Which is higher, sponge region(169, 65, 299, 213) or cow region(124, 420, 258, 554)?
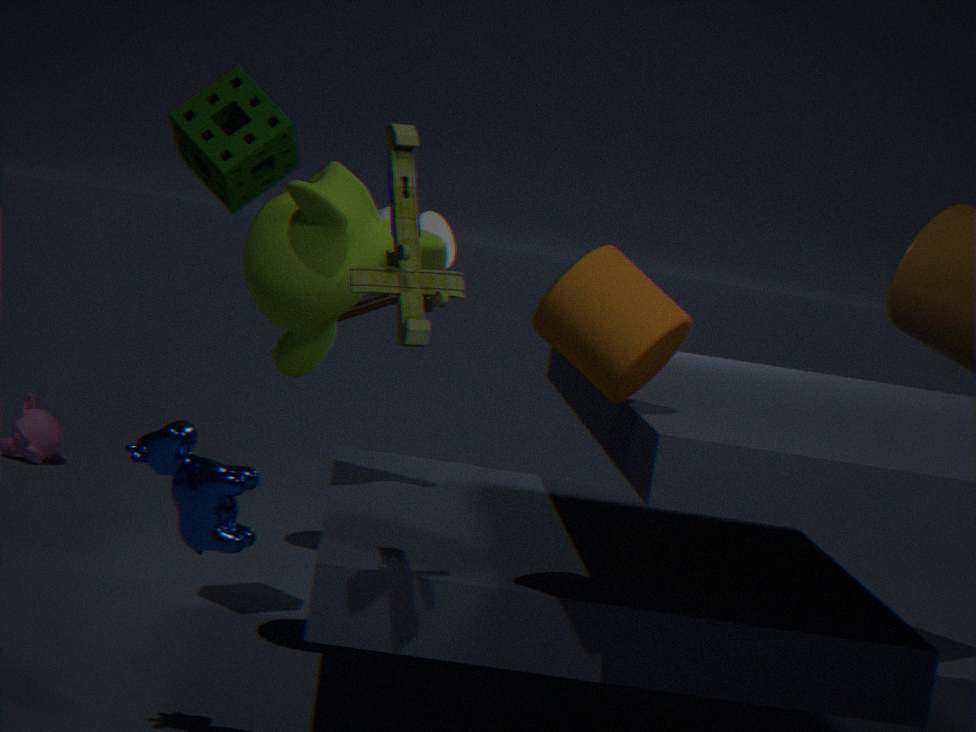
sponge region(169, 65, 299, 213)
